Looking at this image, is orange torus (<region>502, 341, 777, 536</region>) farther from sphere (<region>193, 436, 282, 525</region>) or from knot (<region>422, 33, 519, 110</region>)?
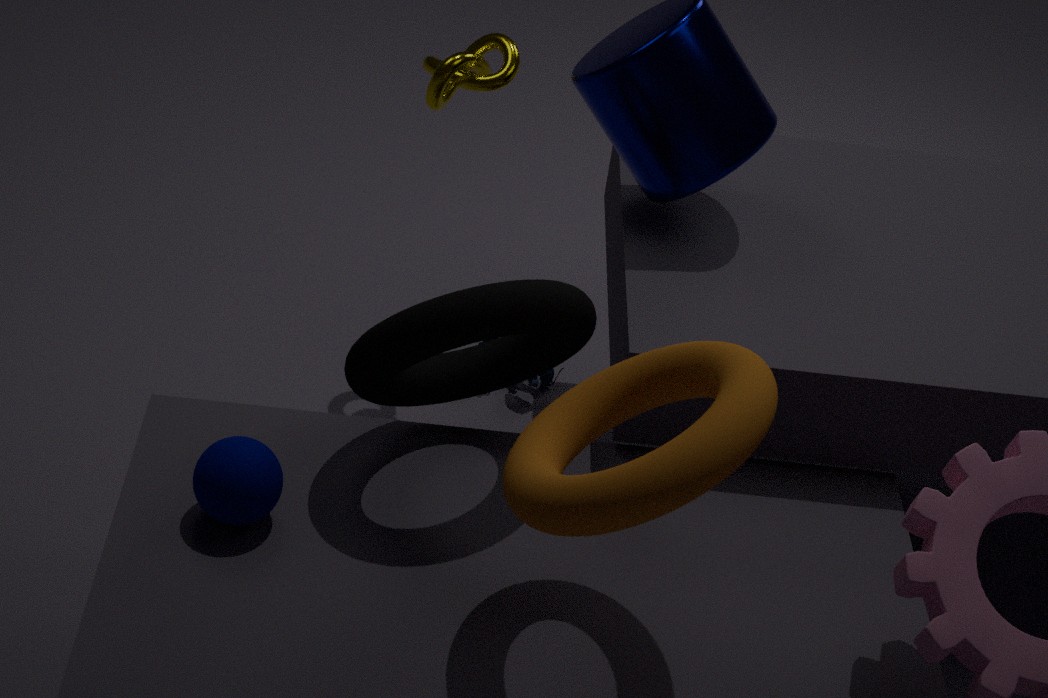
knot (<region>422, 33, 519, 110</region>)
